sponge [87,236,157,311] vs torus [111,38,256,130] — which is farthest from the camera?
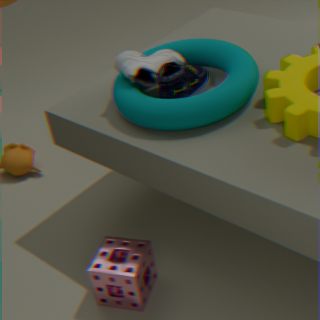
sponge [87,236,157,311]
